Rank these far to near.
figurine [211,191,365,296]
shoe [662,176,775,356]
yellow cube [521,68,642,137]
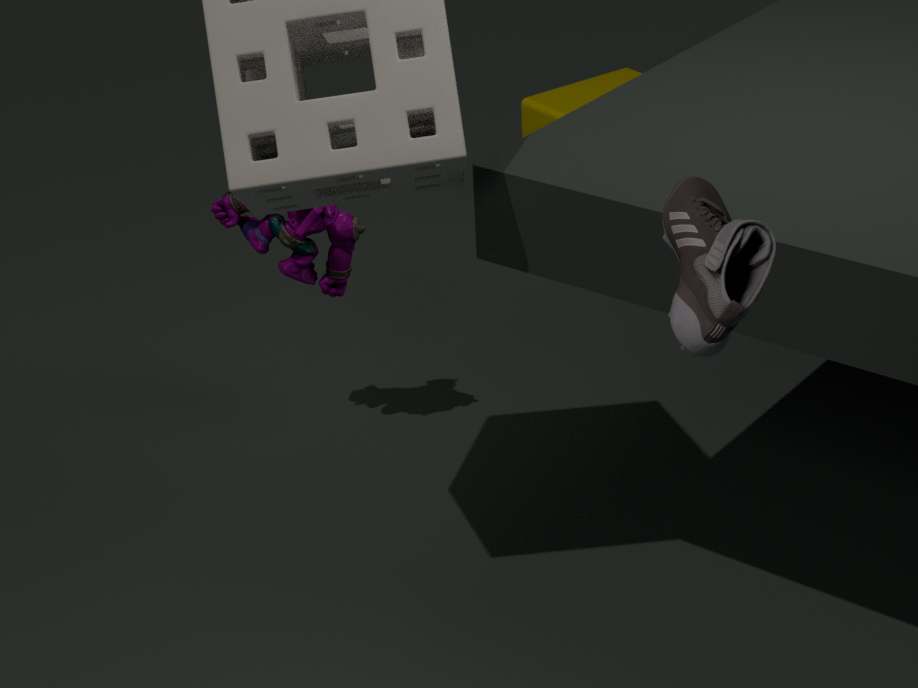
yellow cube [521,68,642,137], figurine [211,191,365,296], shoe [662,176,775,356]
